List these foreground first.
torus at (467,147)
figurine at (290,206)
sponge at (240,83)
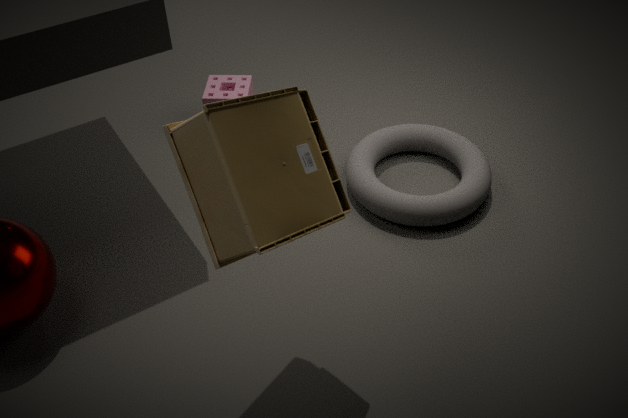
1. figurine at (290,206)
2. torus at (467,147)
3. sponge at (240,83)
